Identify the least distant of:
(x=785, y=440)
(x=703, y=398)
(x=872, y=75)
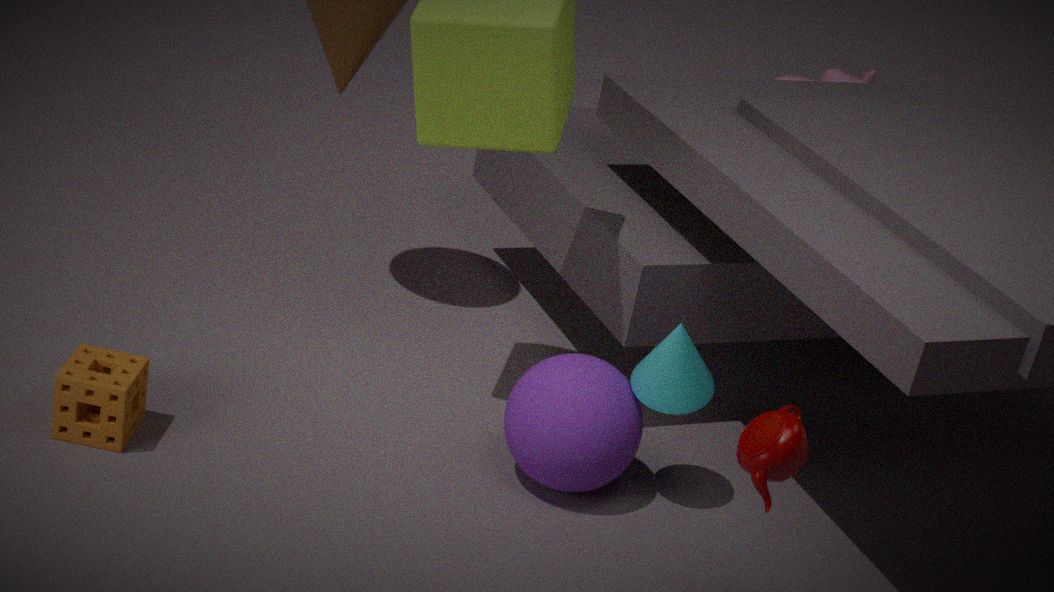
(x=785, y=440)
